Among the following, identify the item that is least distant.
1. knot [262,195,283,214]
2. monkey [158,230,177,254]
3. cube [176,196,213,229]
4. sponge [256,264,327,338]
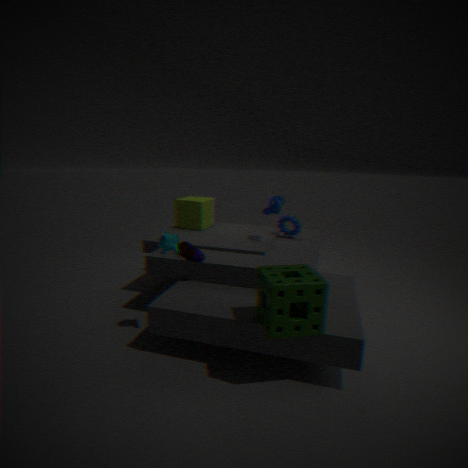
sponge [256,264,327,338]
